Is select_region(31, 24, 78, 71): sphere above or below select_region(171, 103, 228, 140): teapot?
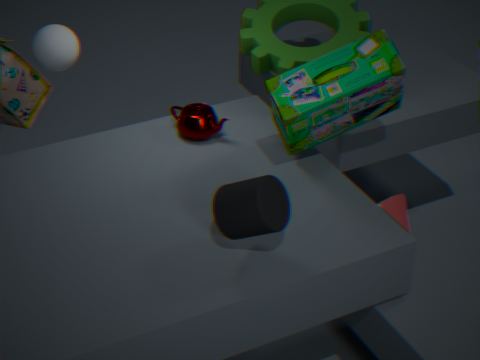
above
